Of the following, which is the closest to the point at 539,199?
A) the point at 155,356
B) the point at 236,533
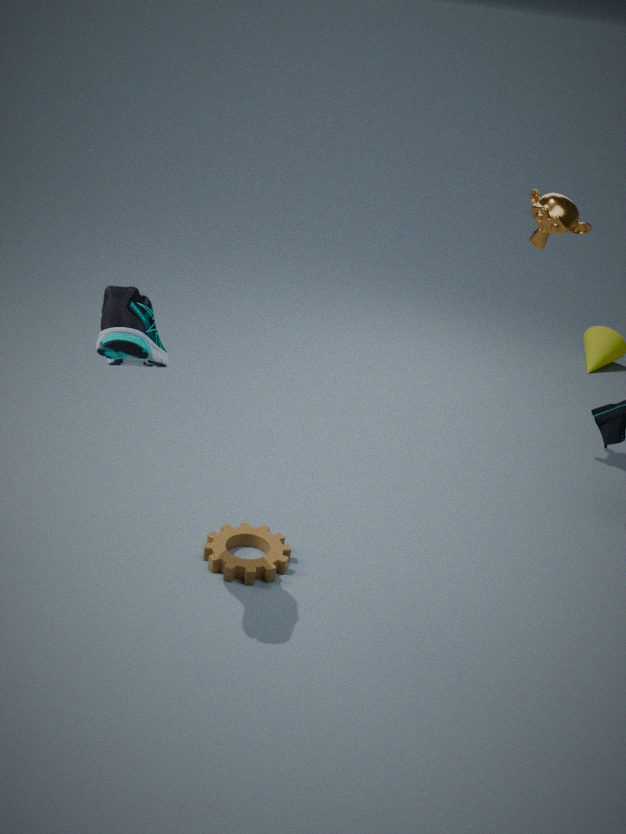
the point at 236,533
